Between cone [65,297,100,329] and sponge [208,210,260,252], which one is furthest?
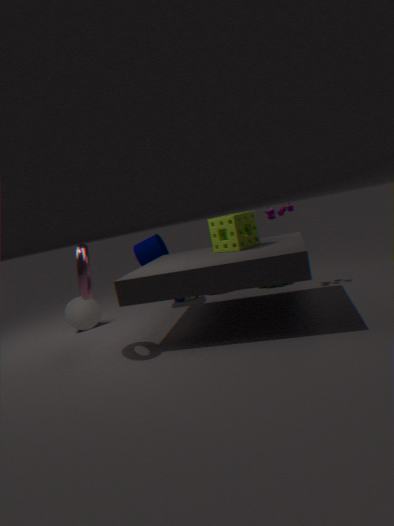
cone [65,297,100,329]
